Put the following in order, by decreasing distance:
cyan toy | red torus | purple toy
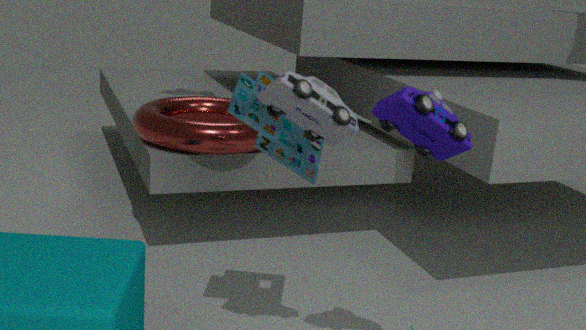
red torus < cyan toy < purple toy
